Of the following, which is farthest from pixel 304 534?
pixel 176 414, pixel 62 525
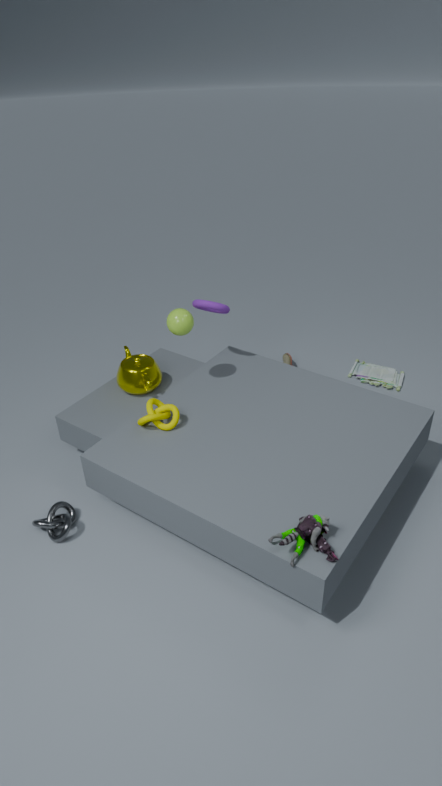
pixel 62 525
